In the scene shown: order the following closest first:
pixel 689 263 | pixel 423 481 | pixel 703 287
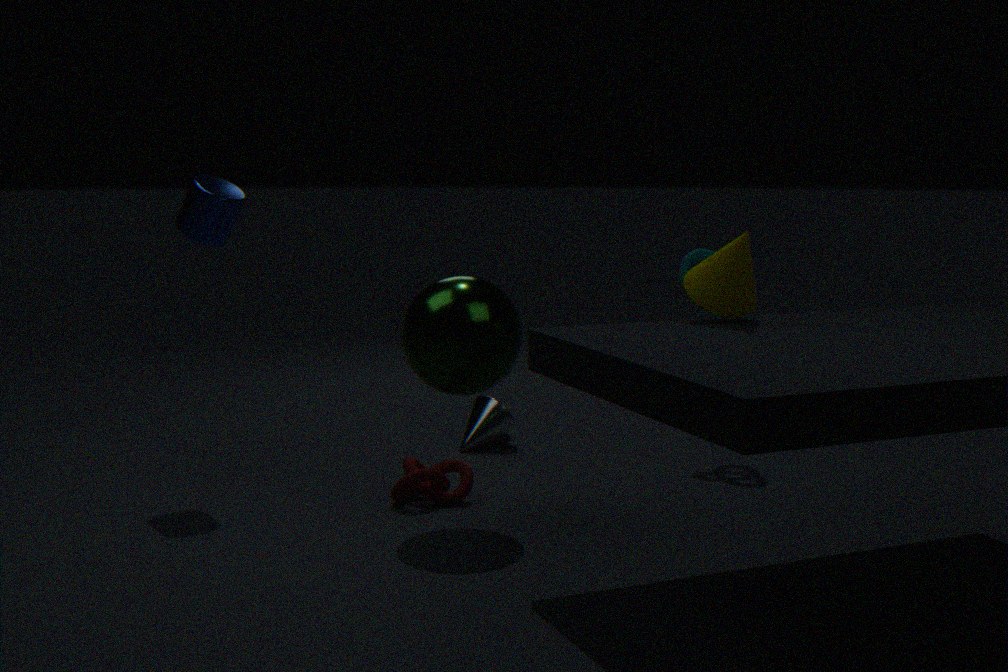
pixel 703 287
pixel 423 481
pixel 689 263
